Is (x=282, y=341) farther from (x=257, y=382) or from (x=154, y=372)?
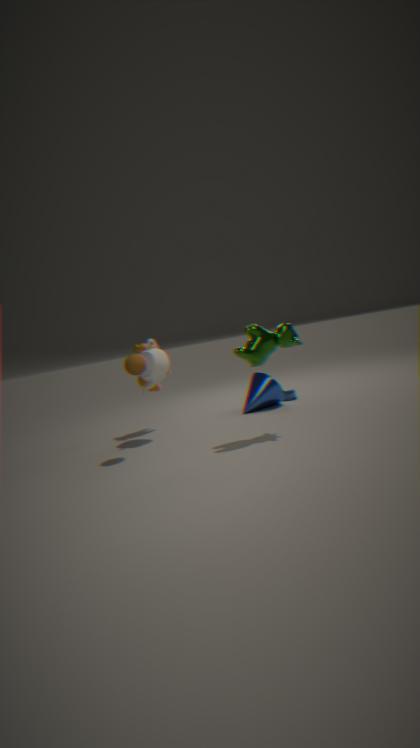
(x=154, y=372)
